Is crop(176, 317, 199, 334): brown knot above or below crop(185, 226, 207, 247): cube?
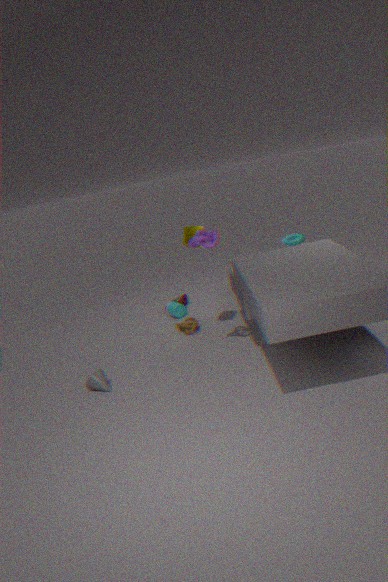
below
